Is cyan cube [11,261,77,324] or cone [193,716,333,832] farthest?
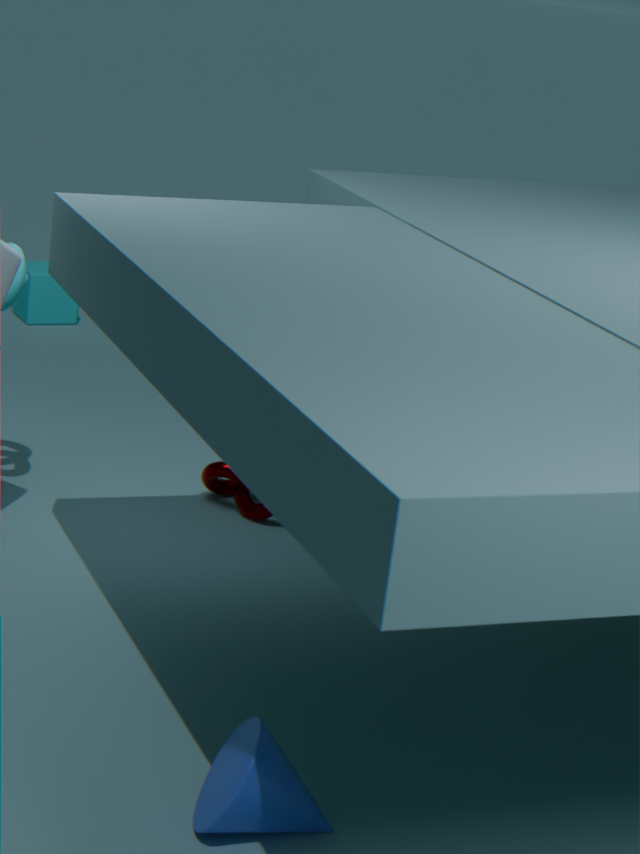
cyan cube [11,261,77,324]
